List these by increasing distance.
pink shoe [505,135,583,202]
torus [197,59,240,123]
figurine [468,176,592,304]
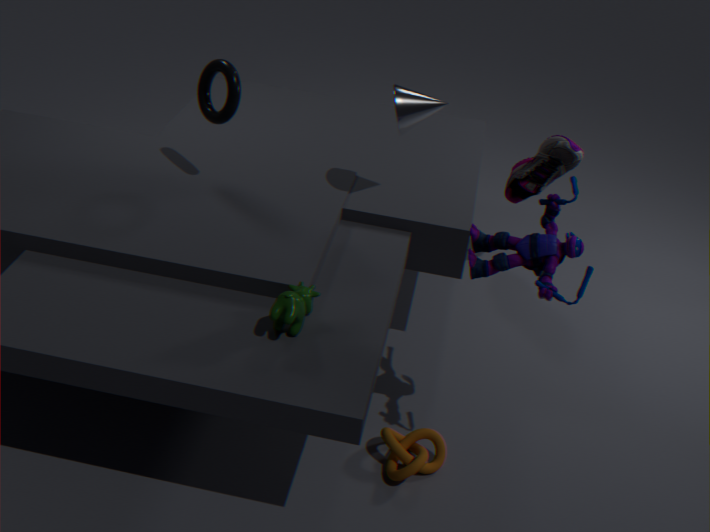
figurine [468,176,592,304] → torus [197,59,240,123] → pink shoe [505,135,583,202]
